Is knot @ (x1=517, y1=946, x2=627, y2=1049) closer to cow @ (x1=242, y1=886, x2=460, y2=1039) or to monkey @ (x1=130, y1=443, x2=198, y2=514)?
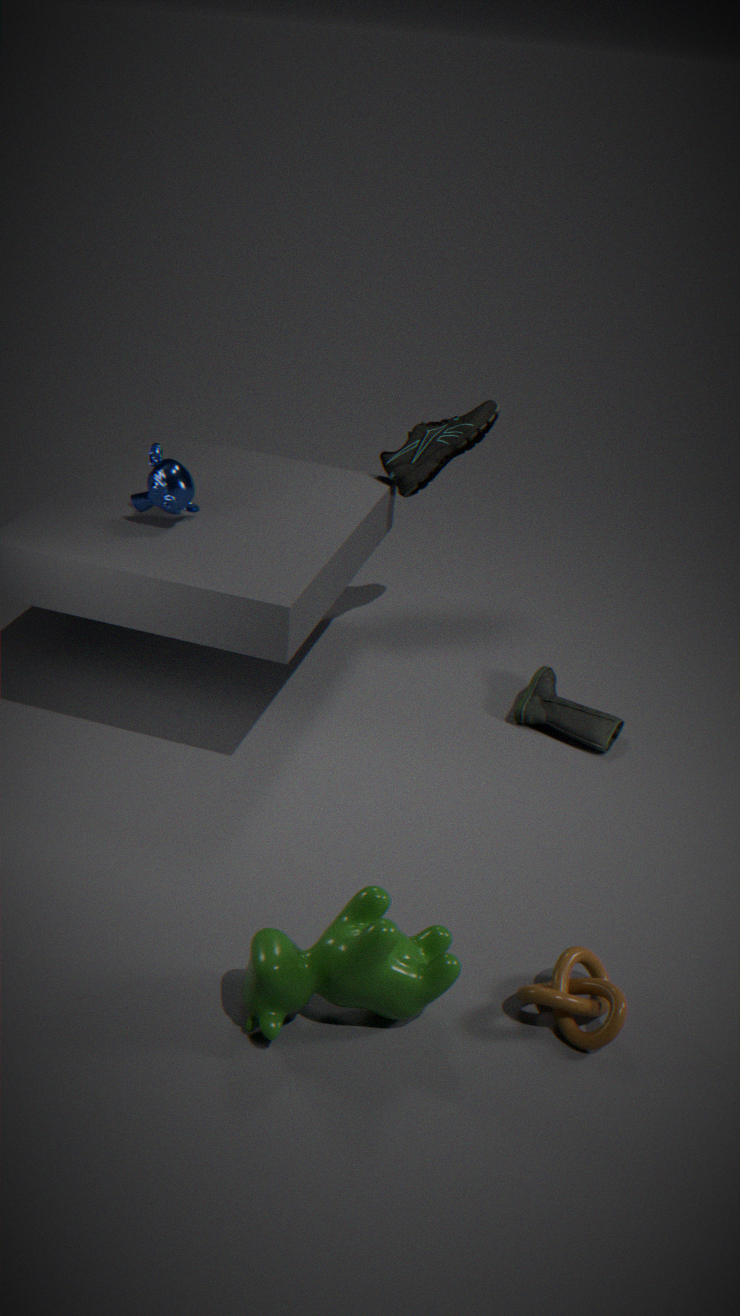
cow @ (x1=242, y1=886, x2=460, y2=1039)
